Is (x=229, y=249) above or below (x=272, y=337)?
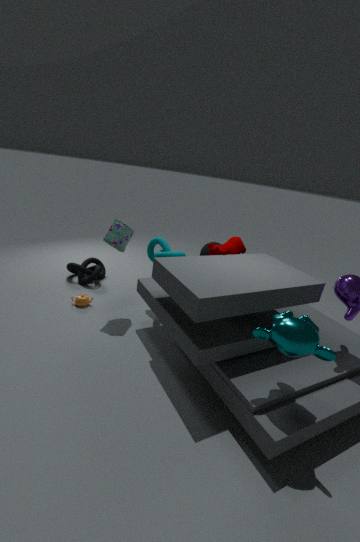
above
